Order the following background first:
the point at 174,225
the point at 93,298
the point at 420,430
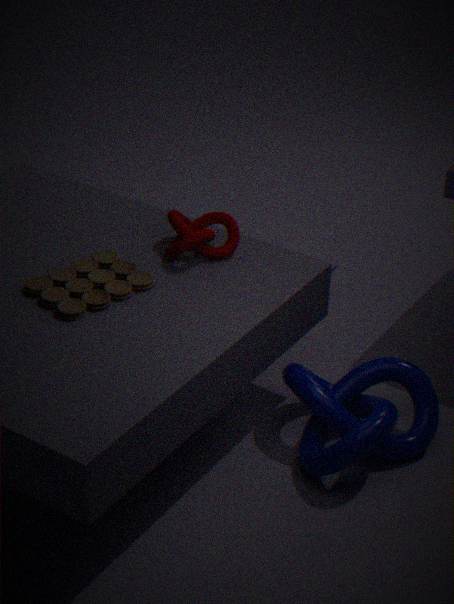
the point at 174,225 → the point at 420,430 → the point at 93,298
